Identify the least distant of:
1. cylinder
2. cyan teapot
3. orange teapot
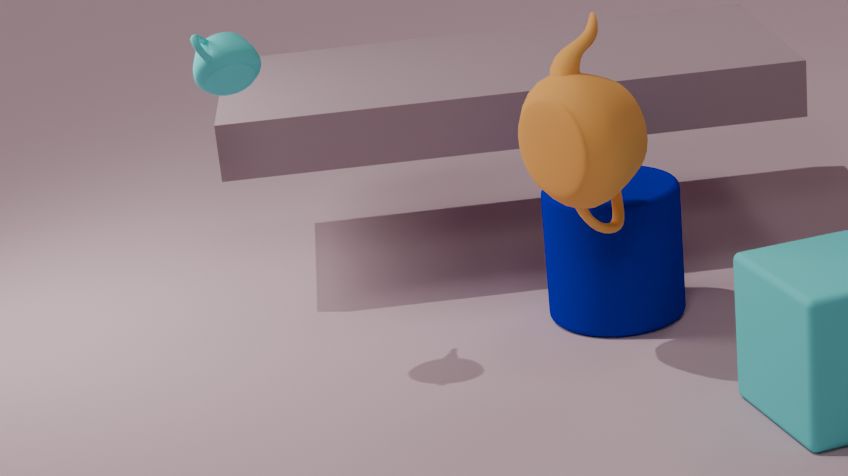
orange teapot
